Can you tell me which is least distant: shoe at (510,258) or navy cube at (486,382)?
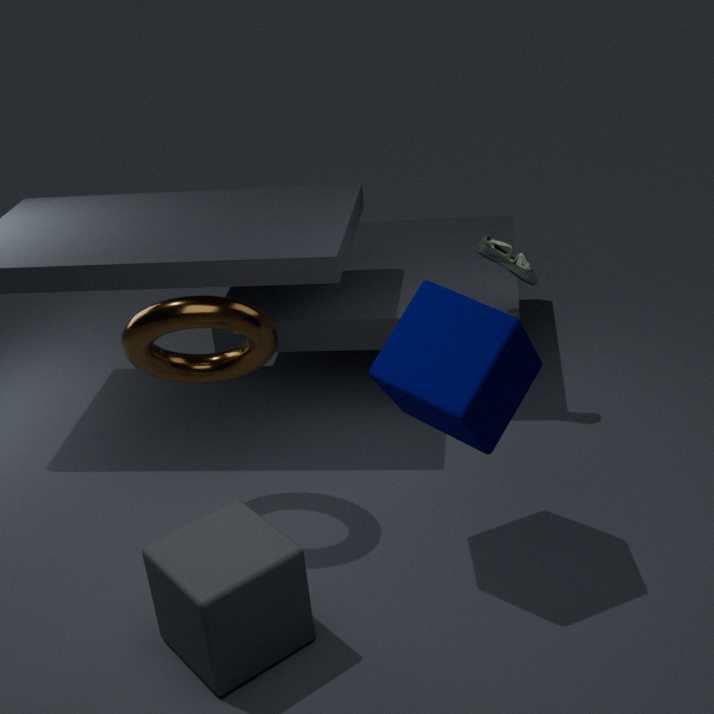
navy cube at (486,382)
